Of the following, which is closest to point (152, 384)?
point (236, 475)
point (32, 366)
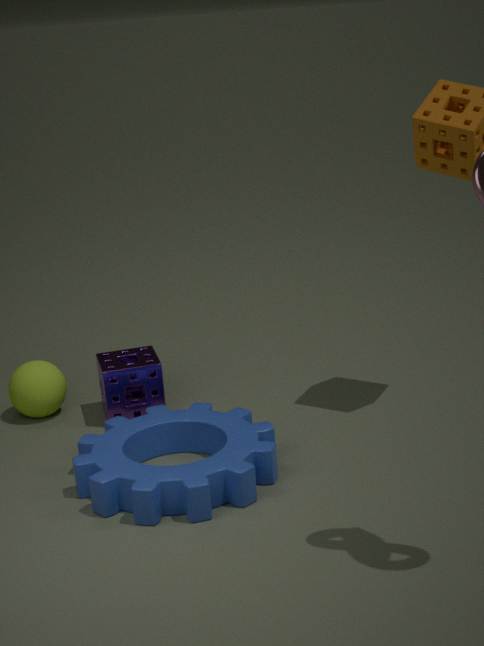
point (32, 366)
